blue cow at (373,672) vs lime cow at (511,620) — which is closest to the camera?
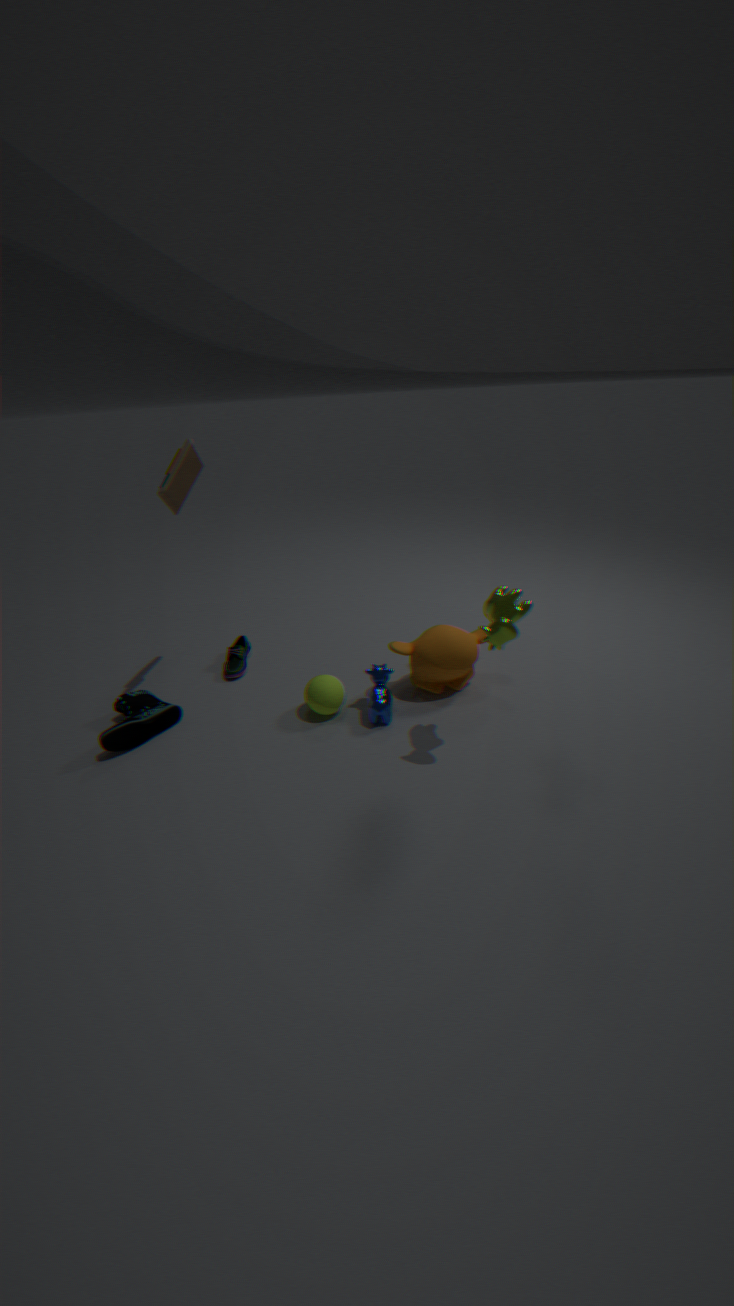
lime cow at (511,620)
